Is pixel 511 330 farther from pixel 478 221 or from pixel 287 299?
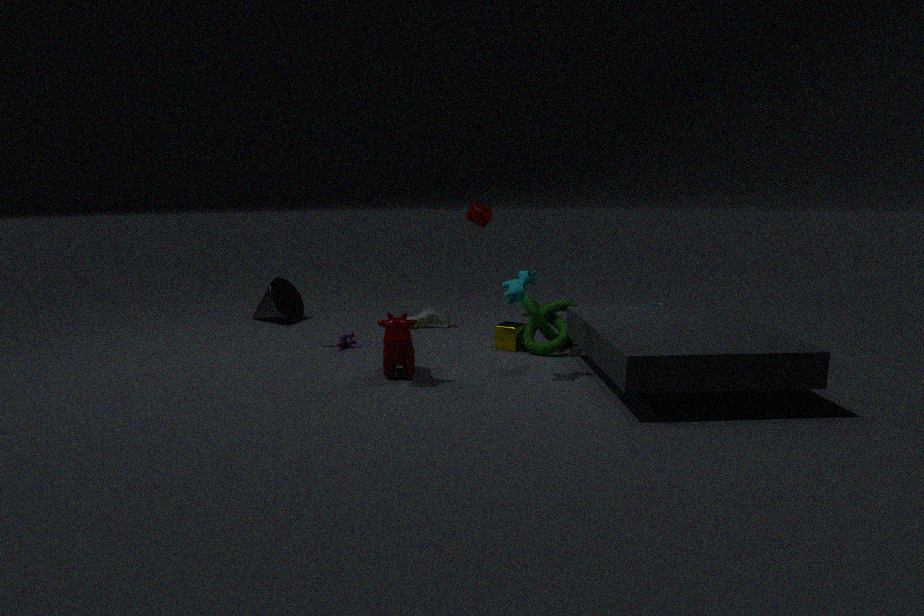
pixel 287 299
